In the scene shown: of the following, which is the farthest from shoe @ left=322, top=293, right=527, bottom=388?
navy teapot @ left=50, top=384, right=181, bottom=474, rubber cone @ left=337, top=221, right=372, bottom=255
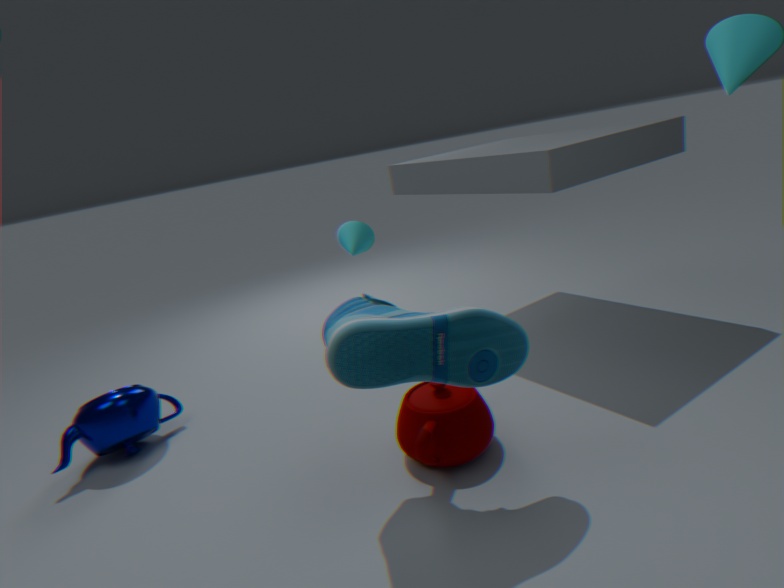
rubber cone @ left=337, top=221, right=372, bottom=255
